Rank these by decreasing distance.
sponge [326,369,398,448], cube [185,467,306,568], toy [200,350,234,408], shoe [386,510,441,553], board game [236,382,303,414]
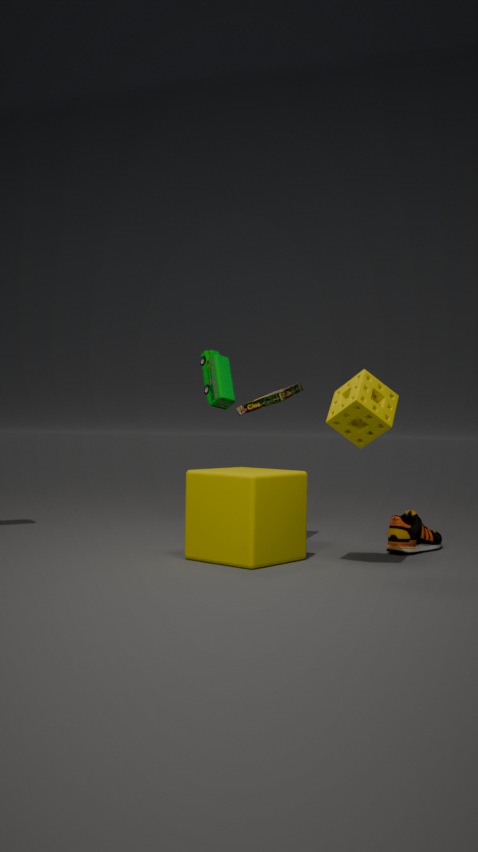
1. toy [200,350,234,408]
2. board game [236,382,303,414]
3. shoe [386,510,441,553]
4. cube [185,467,306,568]
5. sponge [326,369,398,448]
